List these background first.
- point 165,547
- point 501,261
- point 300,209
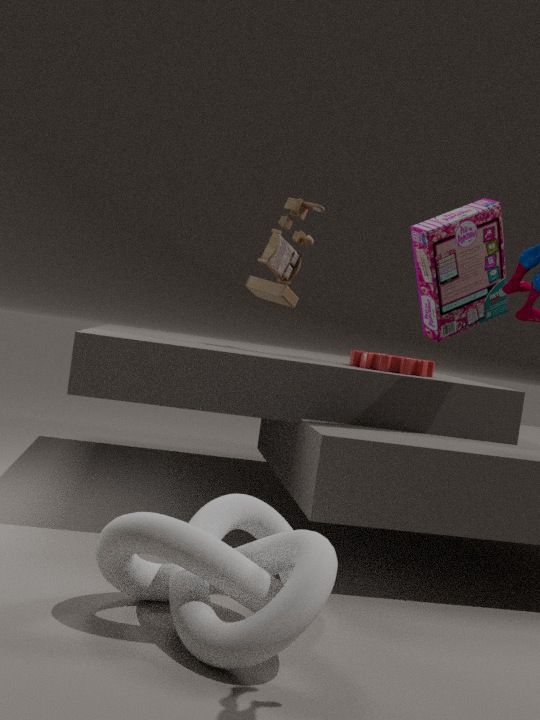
1. point 300,209
2. point 501,261
3. point 165,547
